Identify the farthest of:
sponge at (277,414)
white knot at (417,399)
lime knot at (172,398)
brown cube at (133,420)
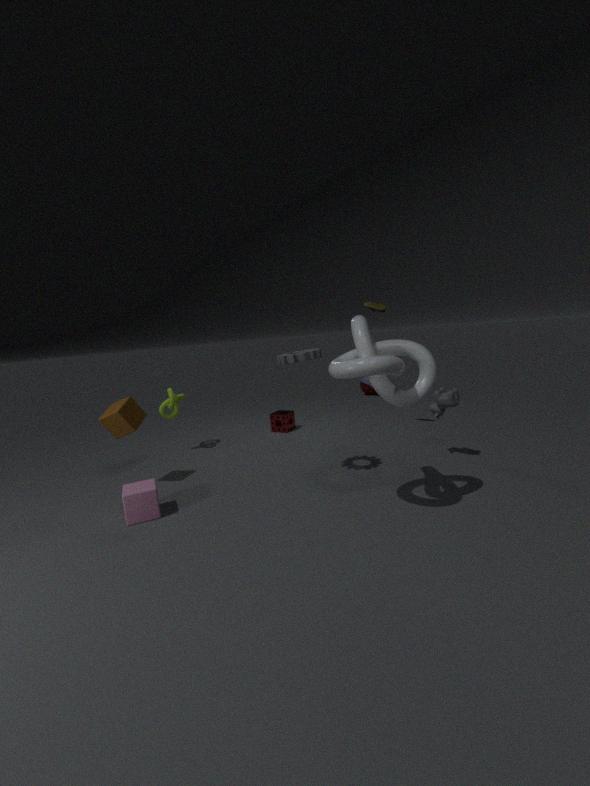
sponge at (277,414)
